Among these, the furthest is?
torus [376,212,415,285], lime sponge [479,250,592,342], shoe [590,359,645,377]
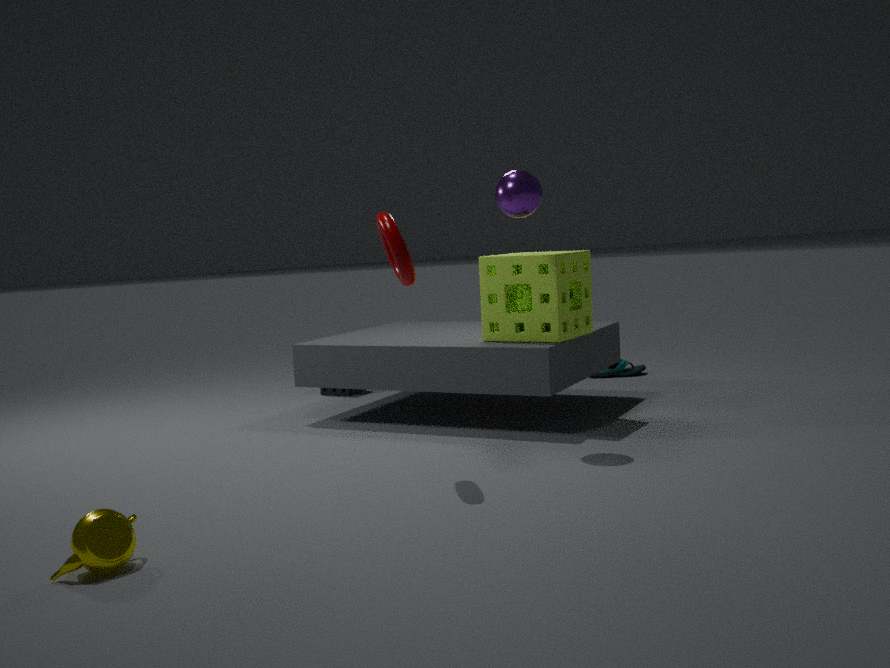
shoe [590,359,645,377]
